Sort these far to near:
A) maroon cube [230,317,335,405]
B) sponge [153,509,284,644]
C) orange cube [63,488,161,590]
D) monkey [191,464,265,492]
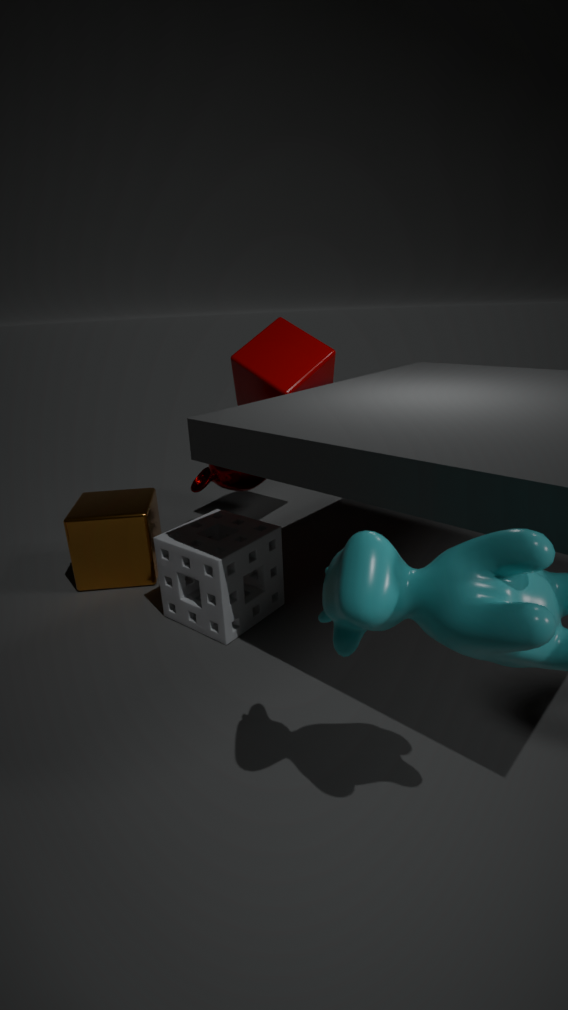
maroon cube [230,317,335,405] < monkey [191,464,265,492] < orange cube [63,488,161,590] < sponge [153,509,284,644]
